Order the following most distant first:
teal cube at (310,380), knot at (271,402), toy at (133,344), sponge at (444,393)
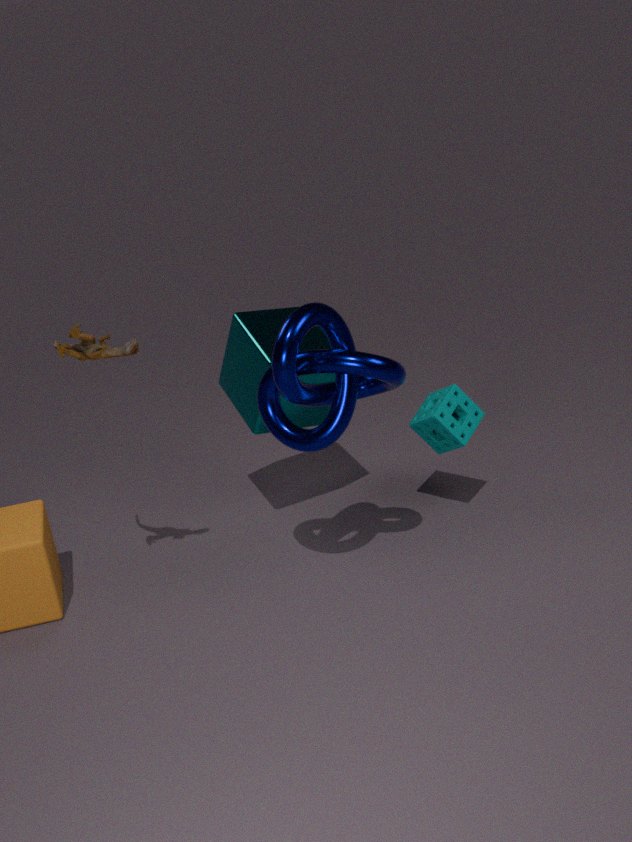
sponge at (444,393), teal cube at (310,380), toy at (133,344), knot at (271,402)
